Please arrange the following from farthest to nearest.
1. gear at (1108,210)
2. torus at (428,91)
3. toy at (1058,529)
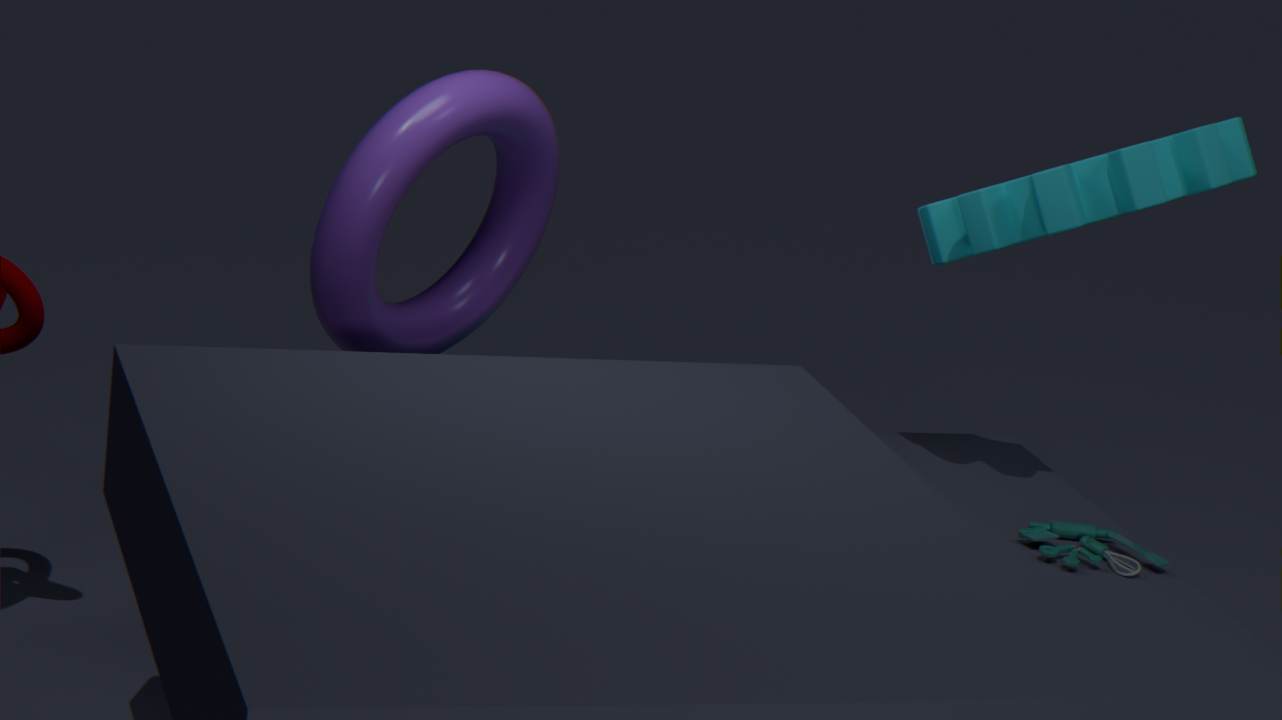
torus at (428,91) → gear at (1108,210) → toy at (1058,529)
